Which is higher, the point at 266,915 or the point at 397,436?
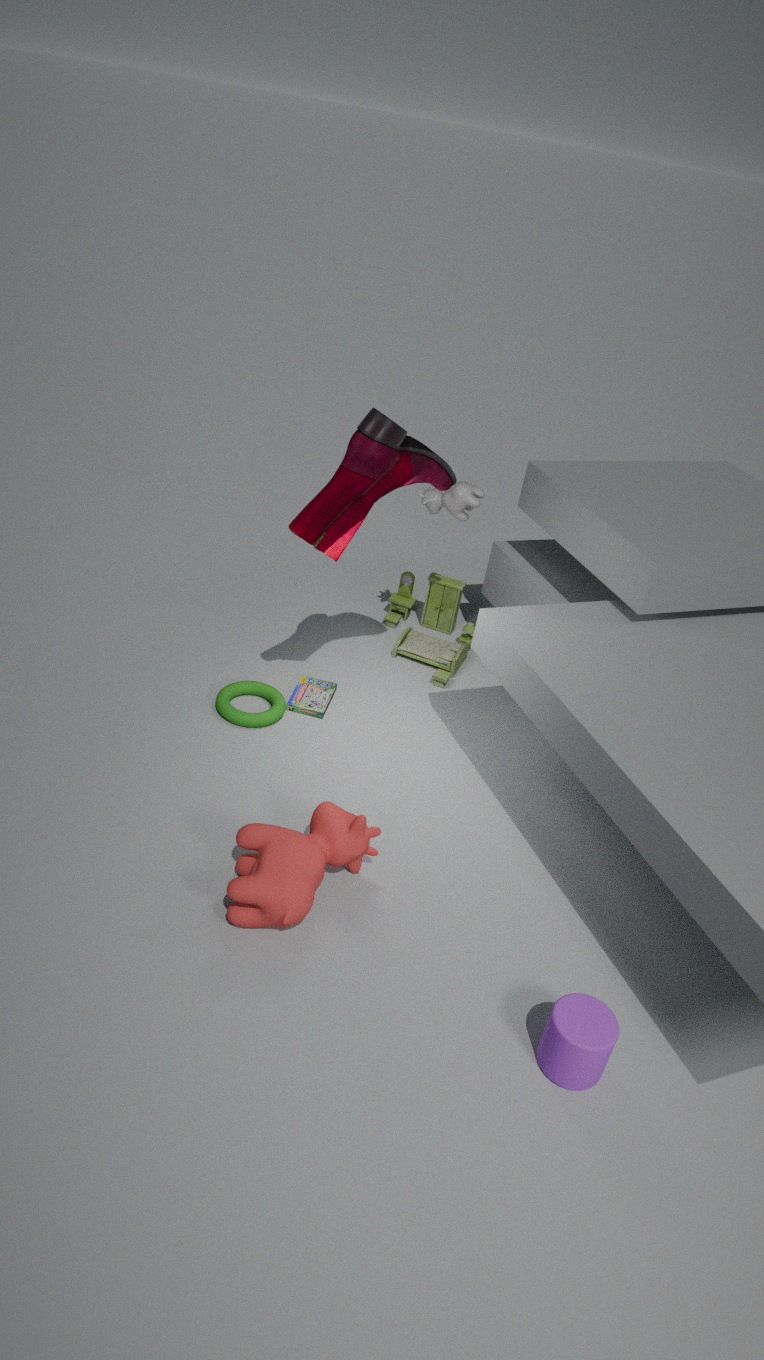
the point at 397,436
